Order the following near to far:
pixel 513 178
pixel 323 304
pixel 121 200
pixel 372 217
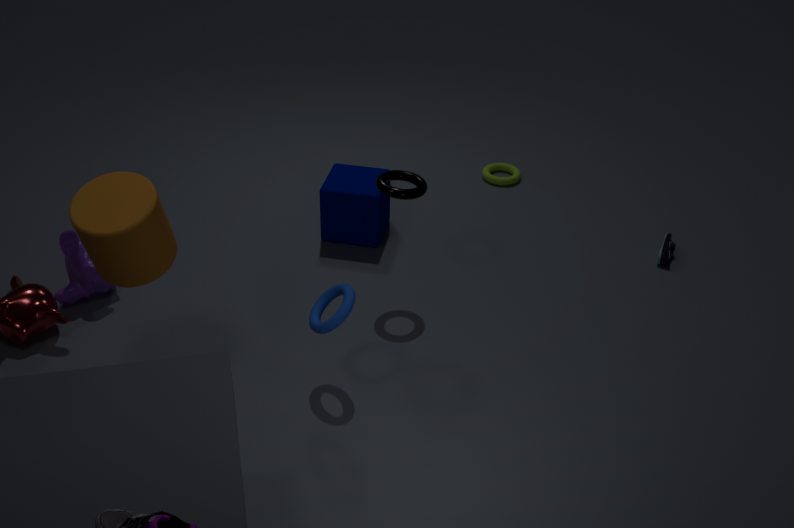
1. pixel 121 200
2. pixel 323 304
3. pixel 372 217
4. pixel 513 178
